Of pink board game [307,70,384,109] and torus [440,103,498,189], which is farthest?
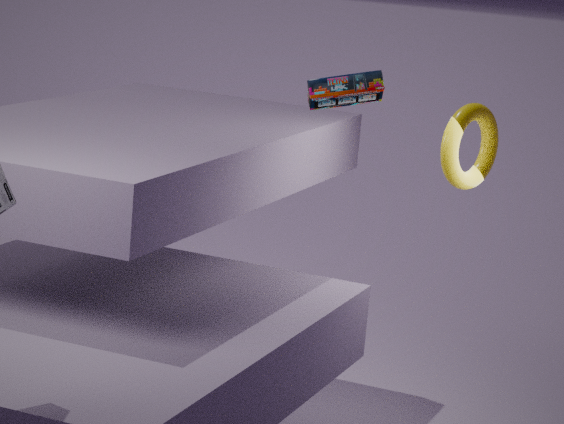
torus [440,103,498,189]
